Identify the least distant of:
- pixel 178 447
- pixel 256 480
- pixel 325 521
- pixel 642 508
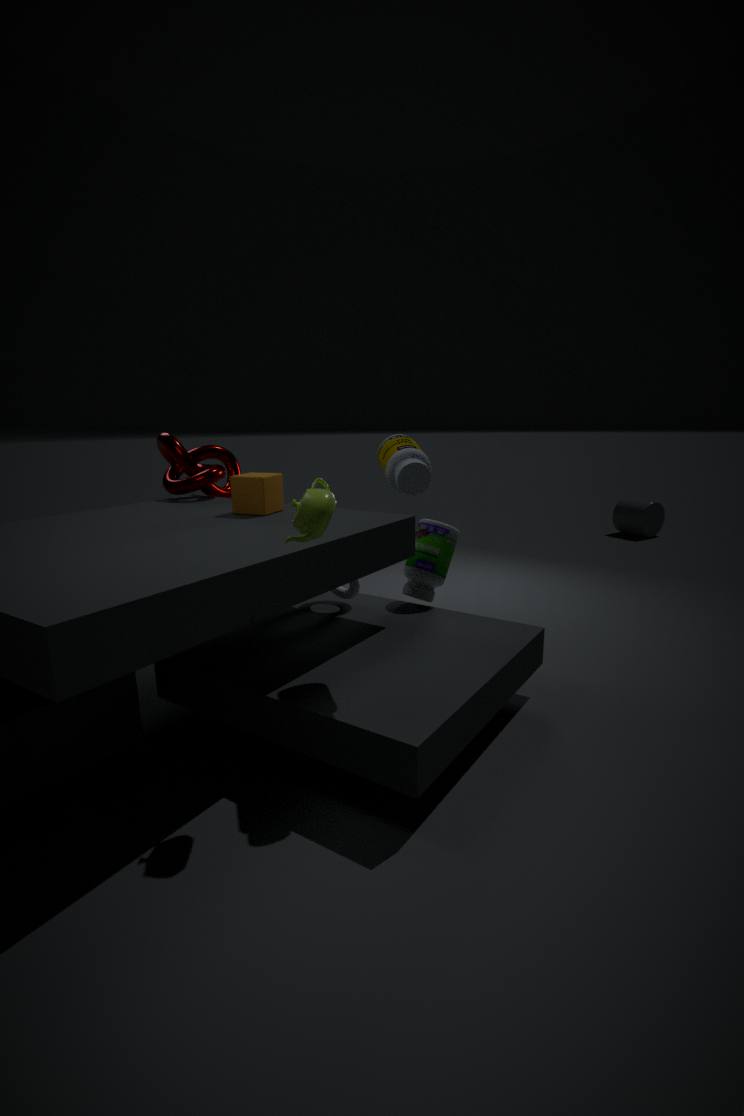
pixel 325 521
